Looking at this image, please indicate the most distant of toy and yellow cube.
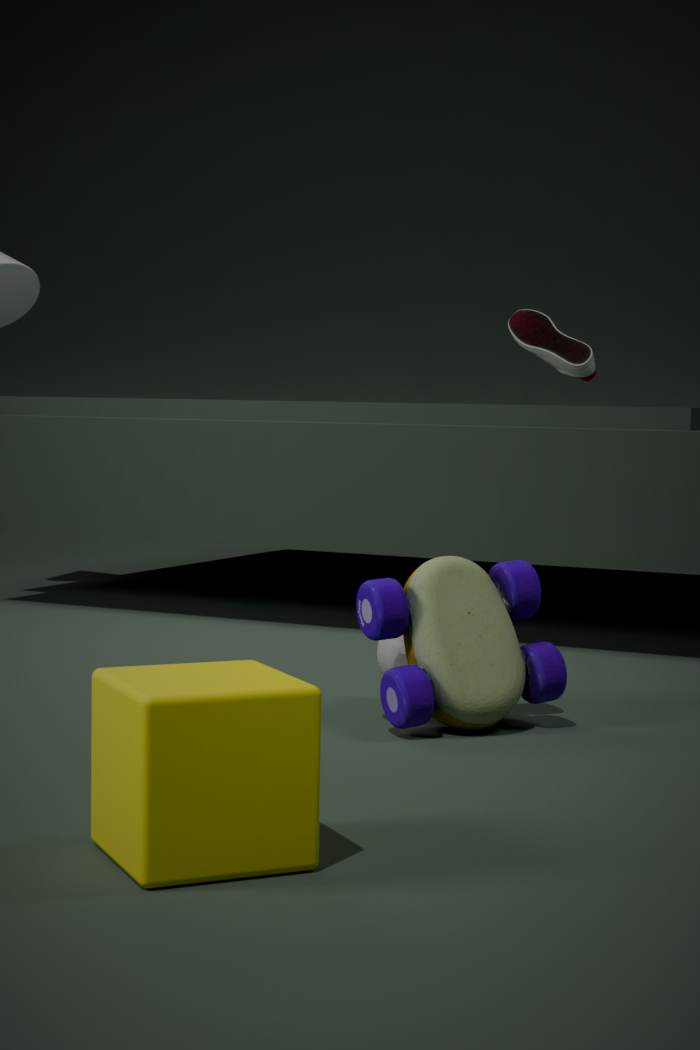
toy
